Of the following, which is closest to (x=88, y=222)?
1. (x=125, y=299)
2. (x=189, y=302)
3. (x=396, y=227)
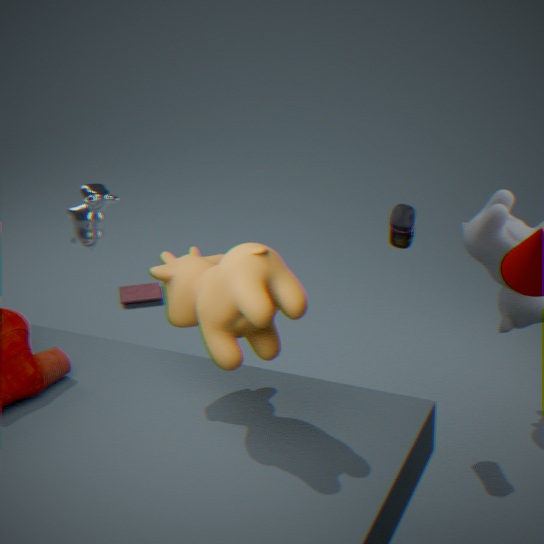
(x=189, y=302)
